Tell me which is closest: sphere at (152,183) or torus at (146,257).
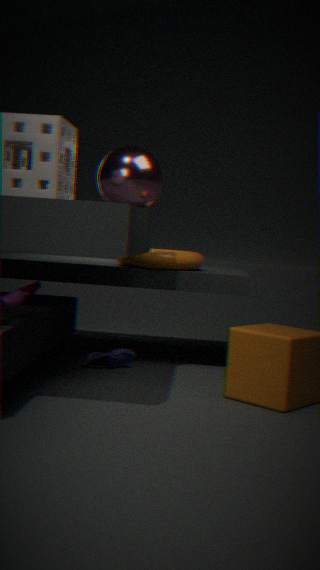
sphere at (152,183)
